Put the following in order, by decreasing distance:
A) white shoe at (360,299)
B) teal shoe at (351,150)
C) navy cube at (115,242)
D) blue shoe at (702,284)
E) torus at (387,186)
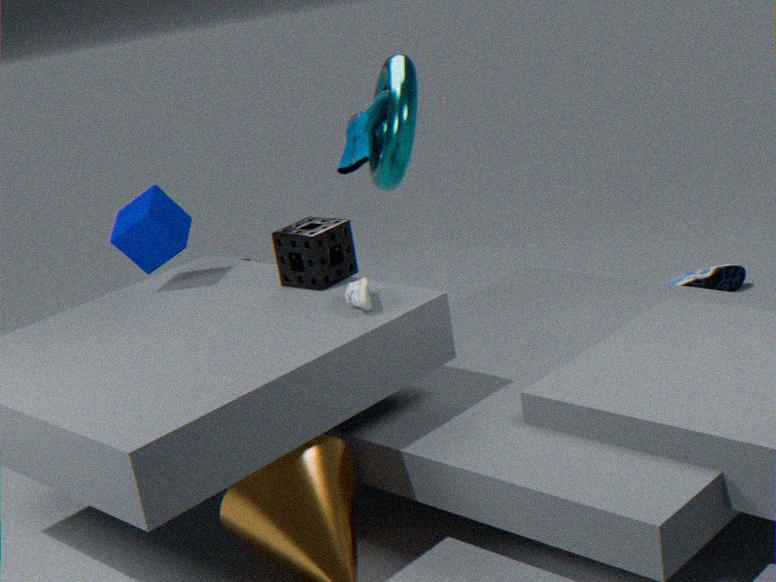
blue shoe at (702,284), teal shoe at (351,150), torus at (387,186), navy cube at (115,242), white shoe at (360,299)
